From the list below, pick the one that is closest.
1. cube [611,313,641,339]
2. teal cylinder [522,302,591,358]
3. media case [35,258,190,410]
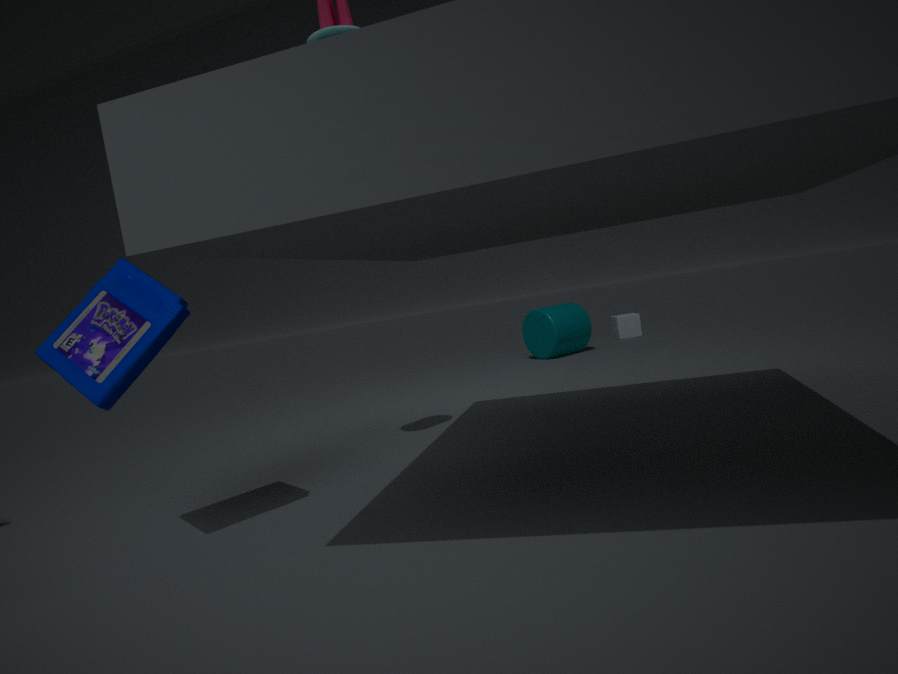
media case [35,258,190,410]
